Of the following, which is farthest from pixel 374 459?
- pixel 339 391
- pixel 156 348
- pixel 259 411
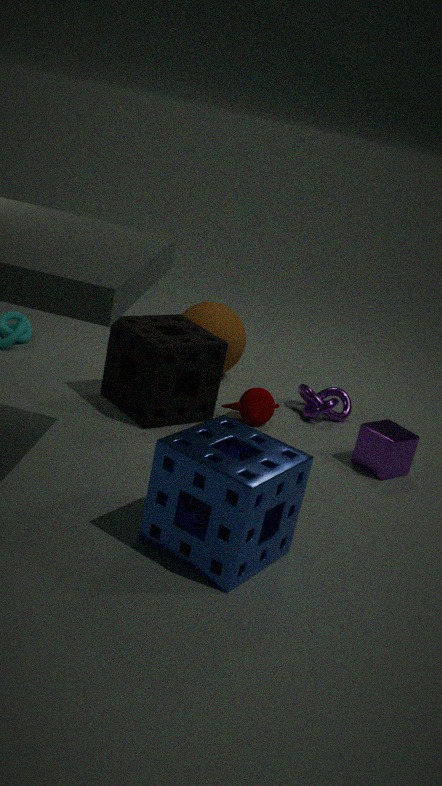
pixel 156 348
